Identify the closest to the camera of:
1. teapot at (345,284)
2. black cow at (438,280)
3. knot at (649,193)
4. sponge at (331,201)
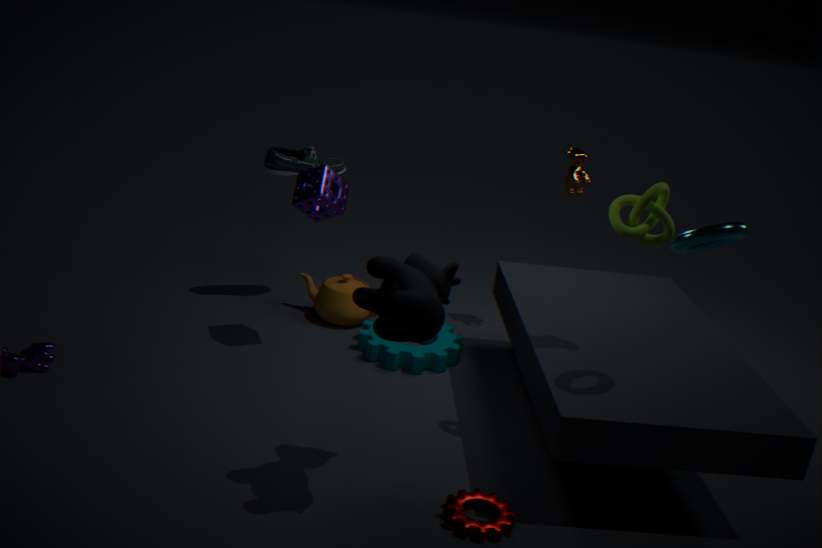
black cow at (438,280)
